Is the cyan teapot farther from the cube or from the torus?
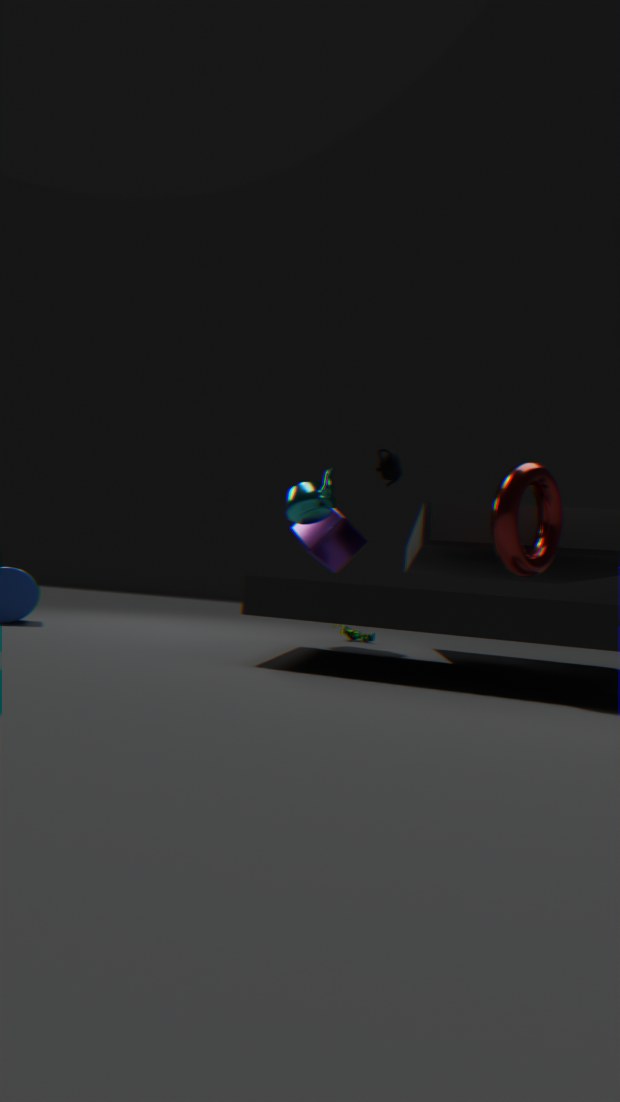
the torus
